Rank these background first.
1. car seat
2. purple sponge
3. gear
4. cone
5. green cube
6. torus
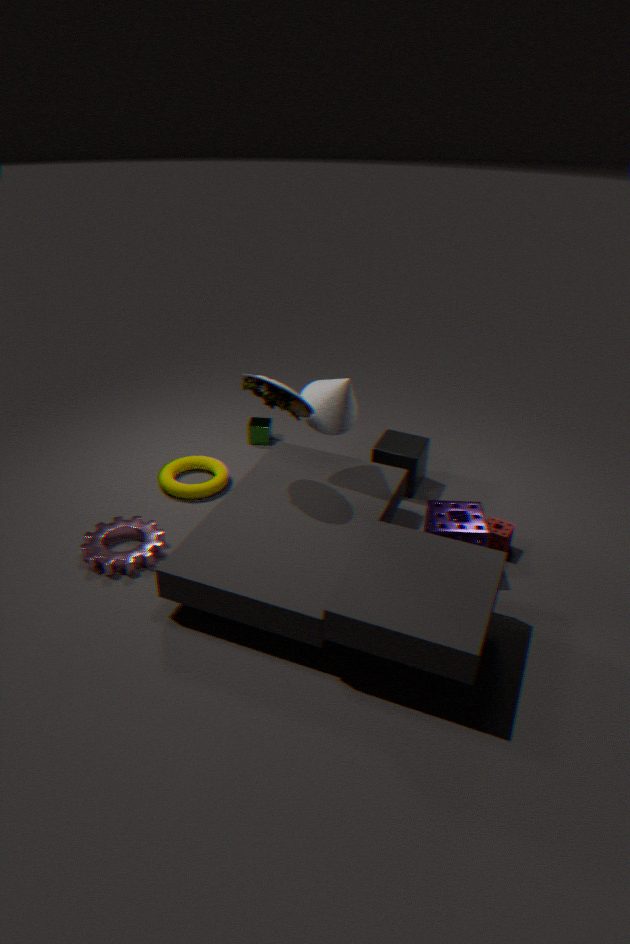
1. green cube
2. torus
3. cone
4. gear
5. purple sponge
6. car seat
